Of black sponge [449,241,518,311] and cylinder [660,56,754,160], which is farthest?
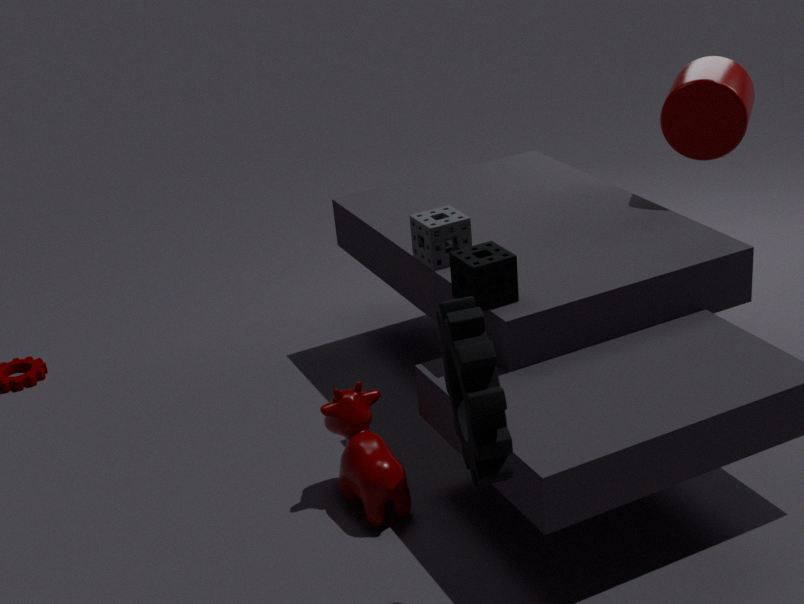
cylinder [660,56,754,160]
